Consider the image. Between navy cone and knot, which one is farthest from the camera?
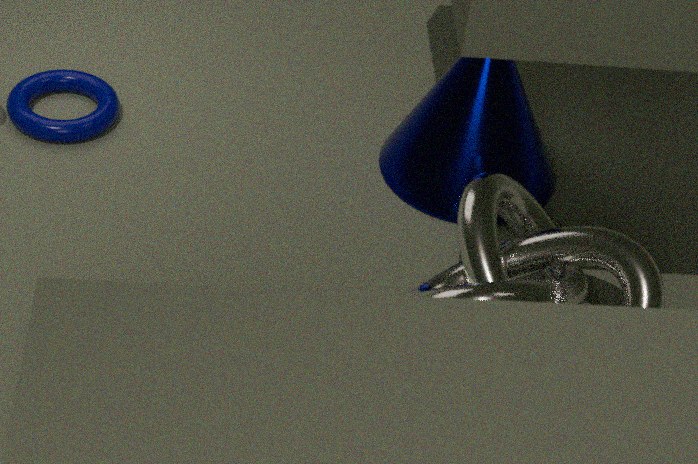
navy cone
